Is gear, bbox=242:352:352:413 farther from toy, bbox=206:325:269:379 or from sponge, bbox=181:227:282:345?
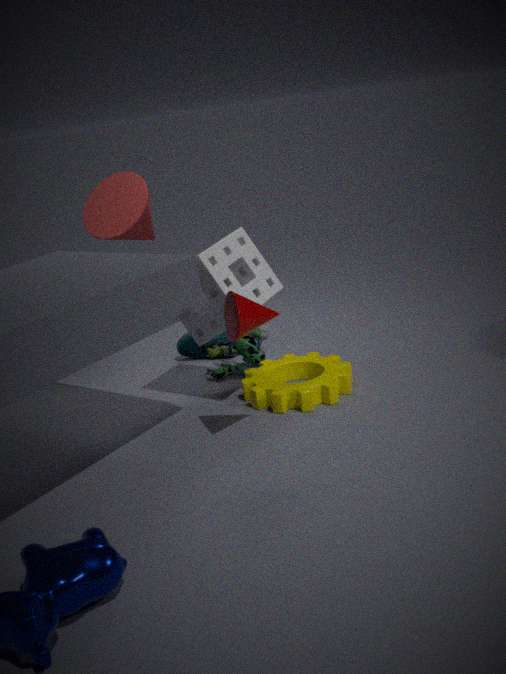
sponge, bbox=181:227:282:345
